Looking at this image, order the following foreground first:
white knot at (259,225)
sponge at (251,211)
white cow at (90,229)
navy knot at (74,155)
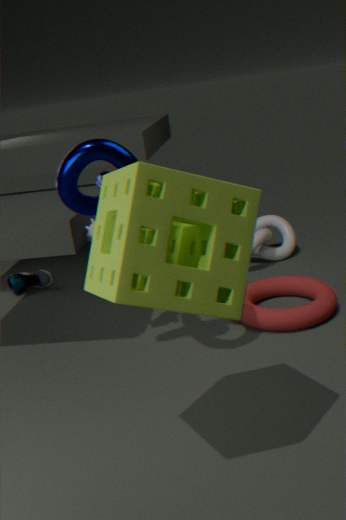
1. sponge at (251,211)
2. navy knot at (74,155)
3. white cow at (90,229)
4. white knot at (259,225)
